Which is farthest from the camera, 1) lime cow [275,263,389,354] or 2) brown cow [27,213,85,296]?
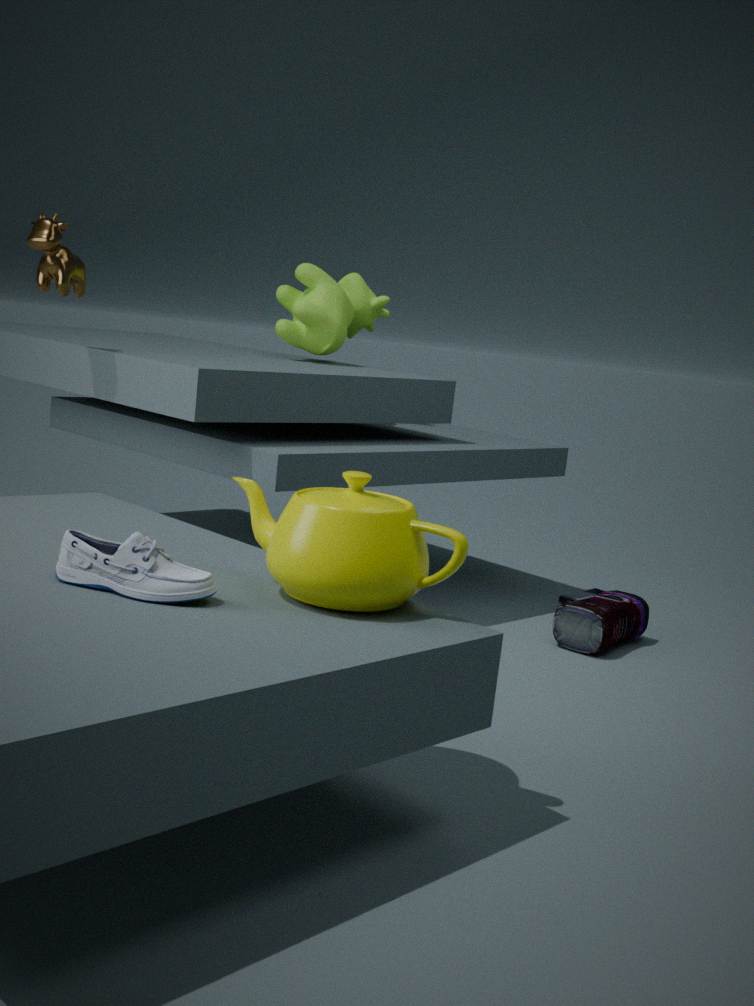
1. lime cow [275,263,389,354]
